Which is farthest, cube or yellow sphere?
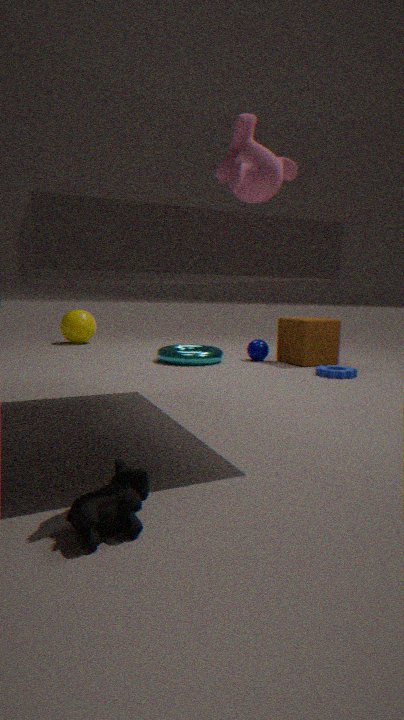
yellow sphere
